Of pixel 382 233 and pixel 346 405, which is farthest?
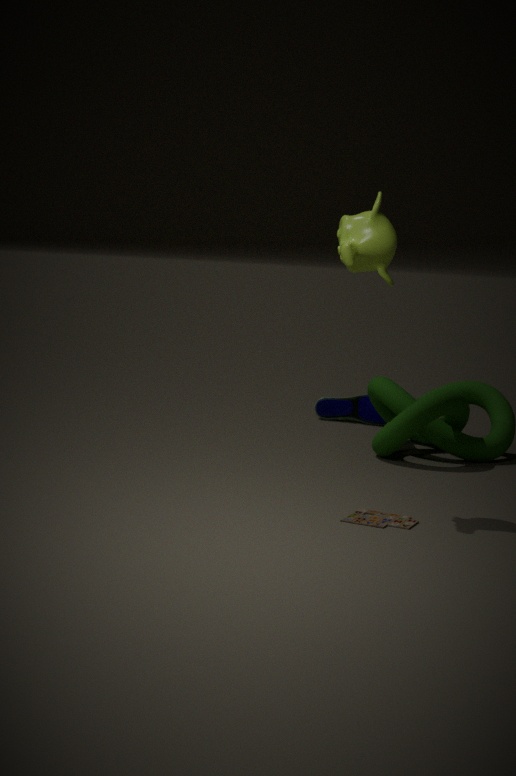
pixel 346 405
